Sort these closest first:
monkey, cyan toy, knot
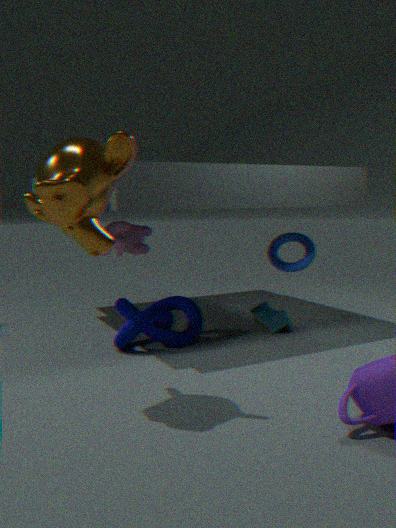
monkey
knot
cyan toy
